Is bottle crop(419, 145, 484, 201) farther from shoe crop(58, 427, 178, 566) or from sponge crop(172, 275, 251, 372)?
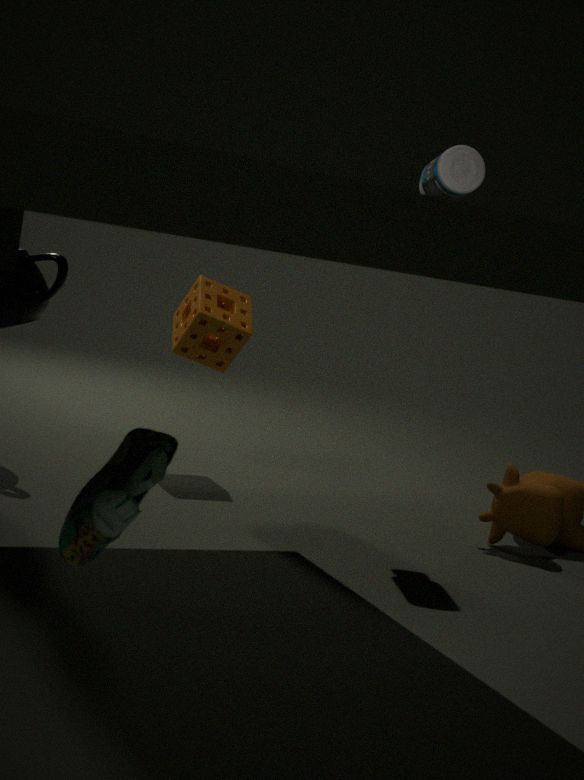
shoe crop(58, 427, 178, 566)
